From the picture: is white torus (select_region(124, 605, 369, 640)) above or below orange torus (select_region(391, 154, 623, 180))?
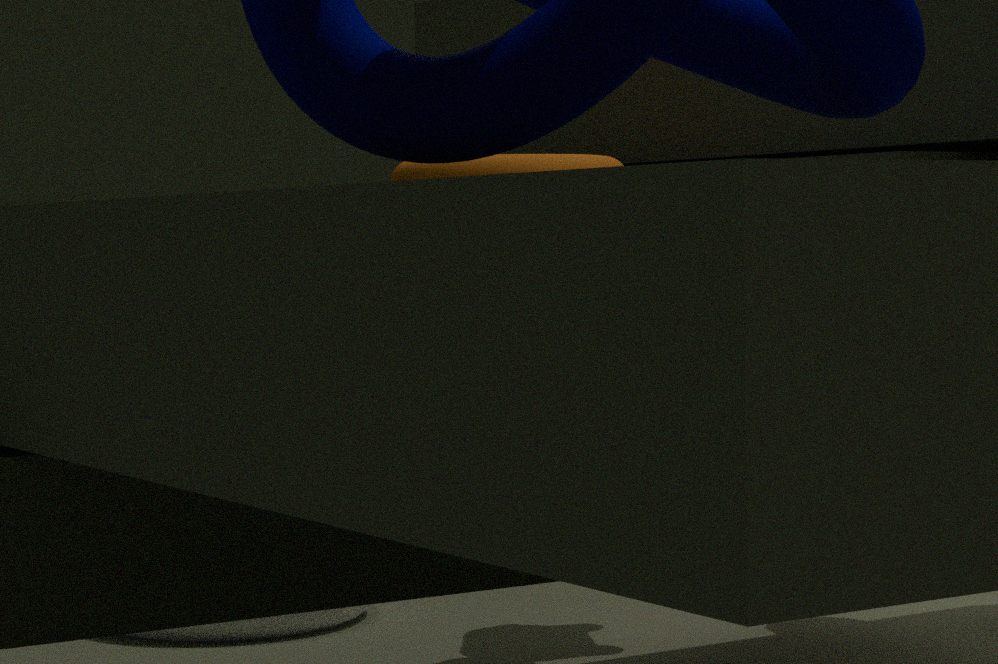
below
